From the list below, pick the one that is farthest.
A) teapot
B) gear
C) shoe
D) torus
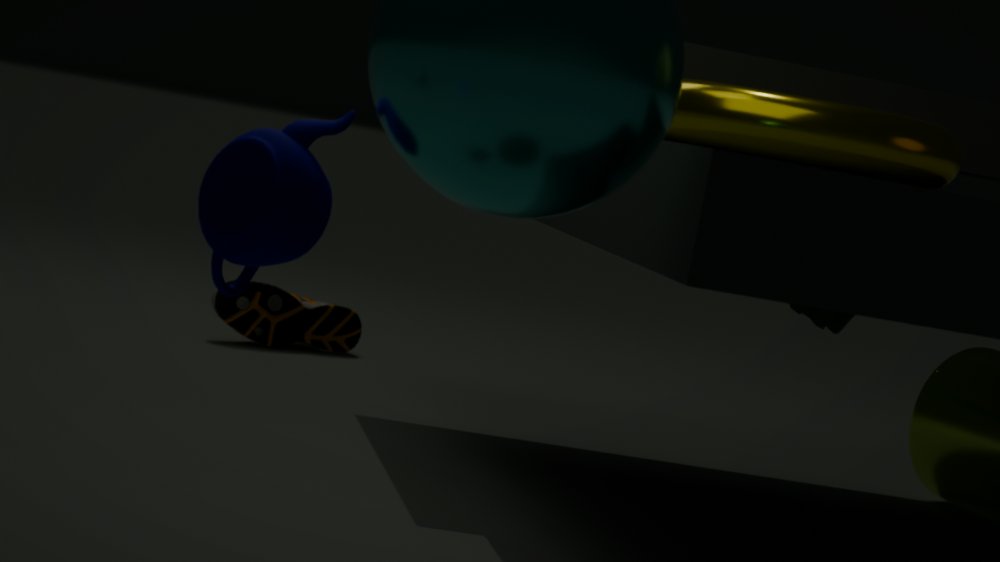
shoe
